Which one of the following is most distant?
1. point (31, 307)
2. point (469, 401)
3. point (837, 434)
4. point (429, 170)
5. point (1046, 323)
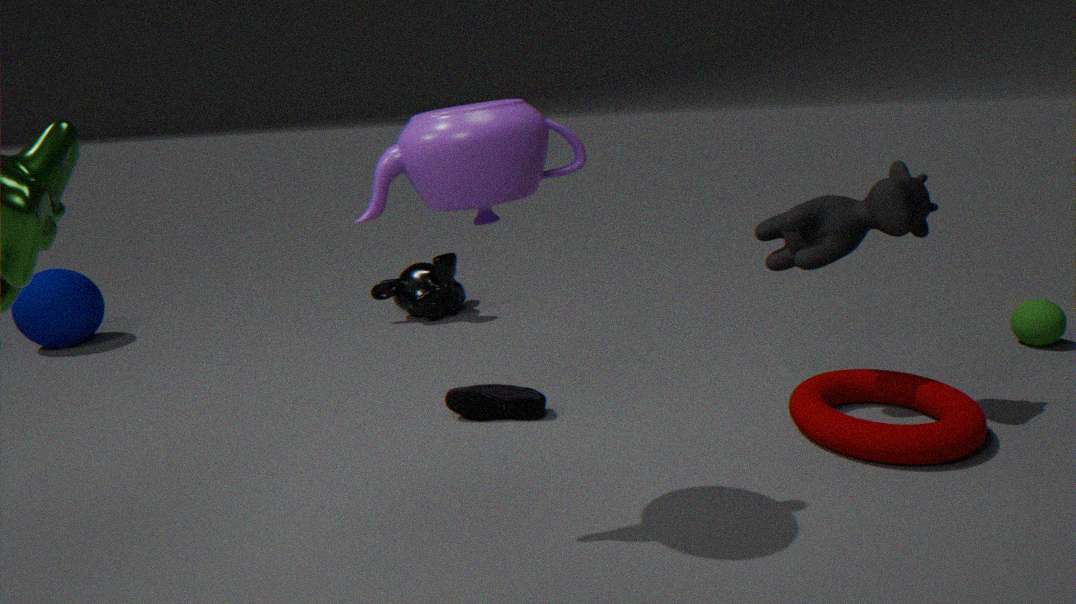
point (31, 307)
